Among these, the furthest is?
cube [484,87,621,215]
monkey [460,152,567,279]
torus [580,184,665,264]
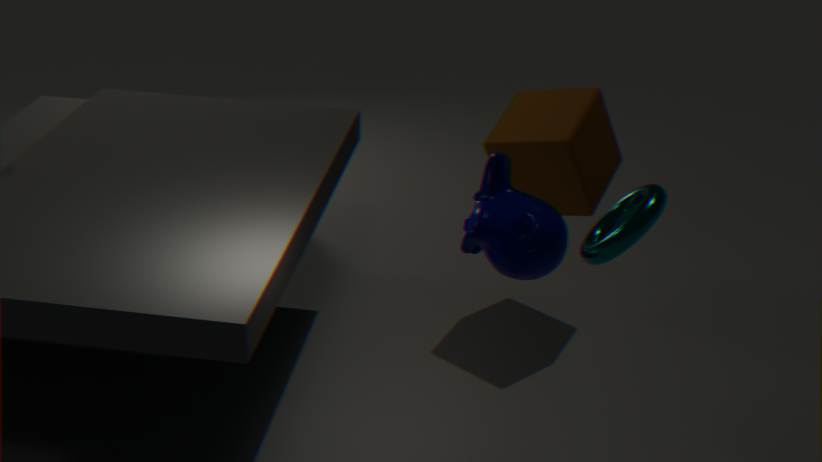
cube [484,87,621,215]
